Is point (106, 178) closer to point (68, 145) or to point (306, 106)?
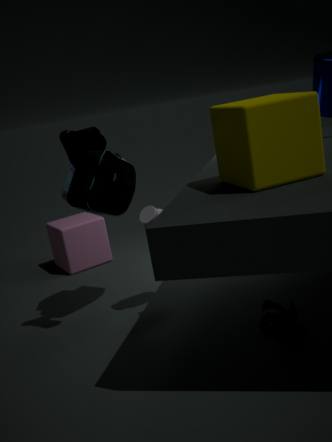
point (68, 145)
